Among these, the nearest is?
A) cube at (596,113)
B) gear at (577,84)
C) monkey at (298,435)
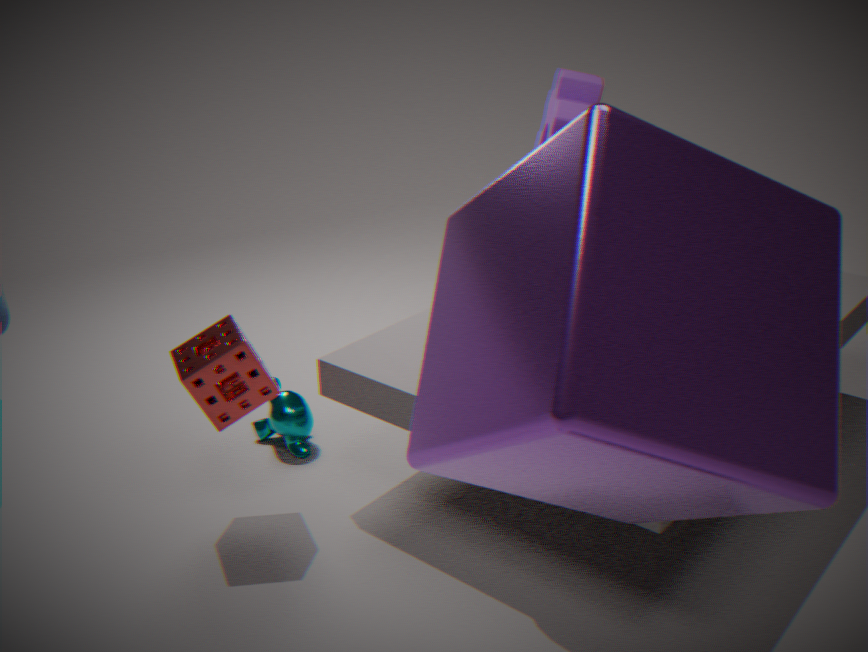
cube at (596,113)
